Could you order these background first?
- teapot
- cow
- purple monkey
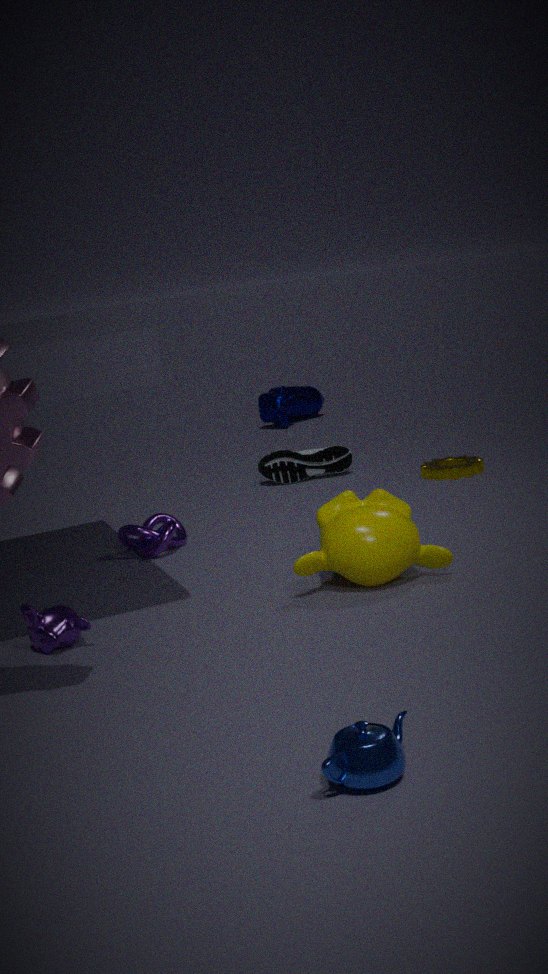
cow < purple monkey < teapot
